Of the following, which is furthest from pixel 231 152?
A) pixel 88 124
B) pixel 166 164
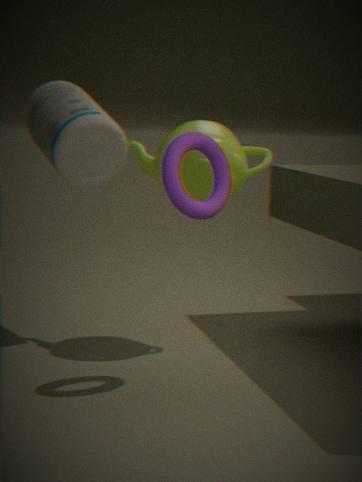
pixel 88 124
